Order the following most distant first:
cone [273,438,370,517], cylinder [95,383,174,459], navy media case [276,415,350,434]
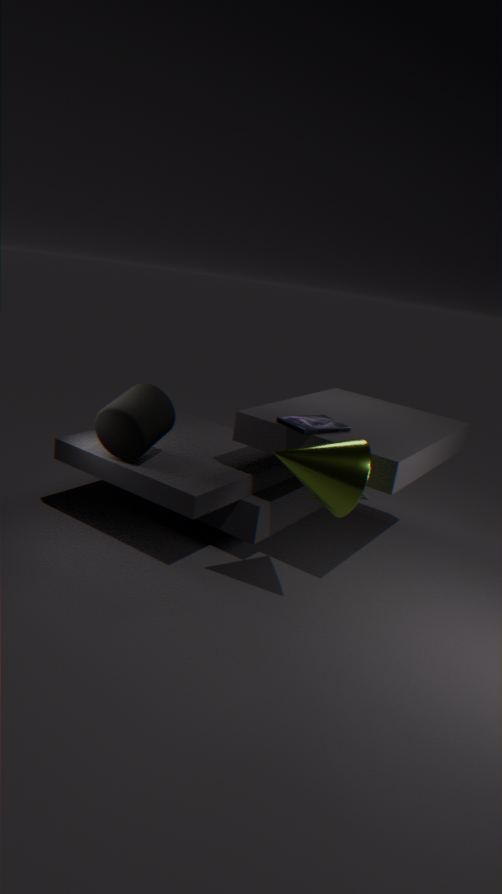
cylinder [95,383,174,459] → navy media case [276,415,350,434] → cone [273,438,370,517]
